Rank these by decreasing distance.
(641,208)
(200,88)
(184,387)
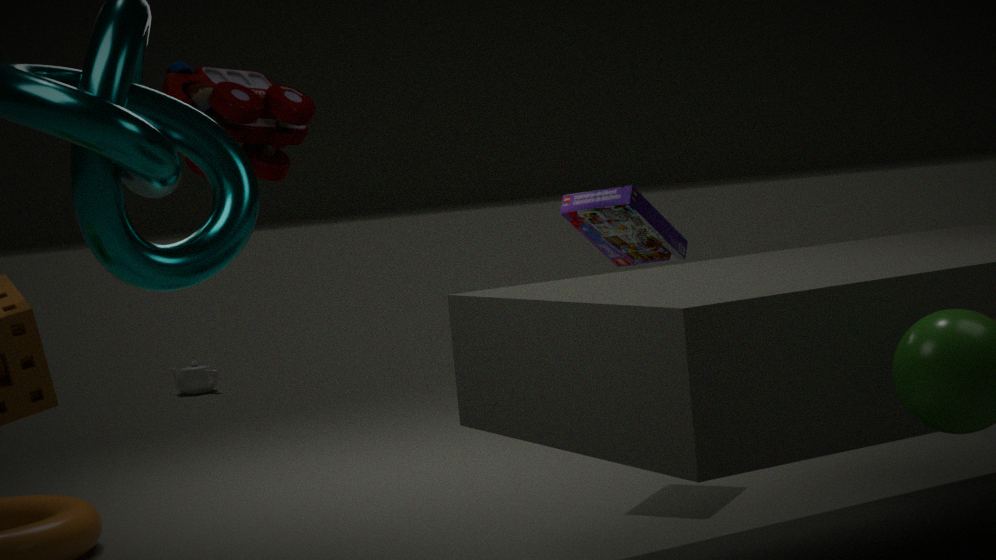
(184,387)
(641,208)
(200,88)
